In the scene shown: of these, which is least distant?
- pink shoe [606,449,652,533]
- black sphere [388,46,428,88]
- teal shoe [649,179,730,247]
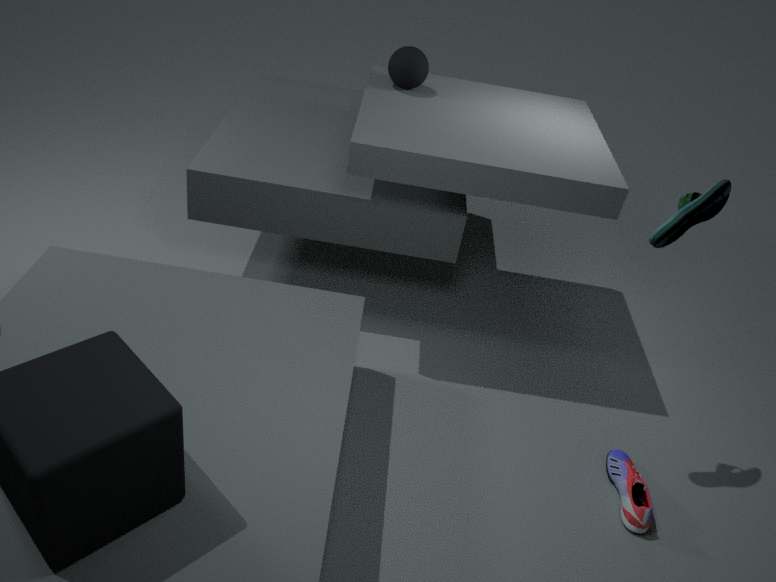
teal shoe [649,179,730,247]
